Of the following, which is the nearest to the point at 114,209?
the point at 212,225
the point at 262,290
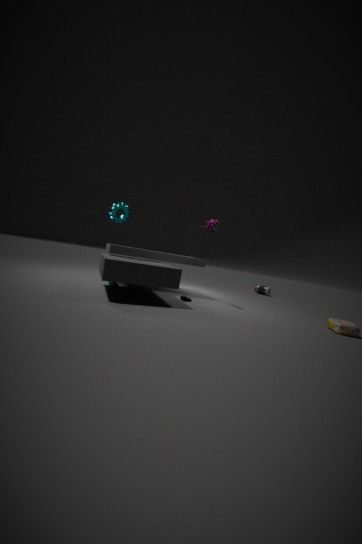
the point at 212,225
